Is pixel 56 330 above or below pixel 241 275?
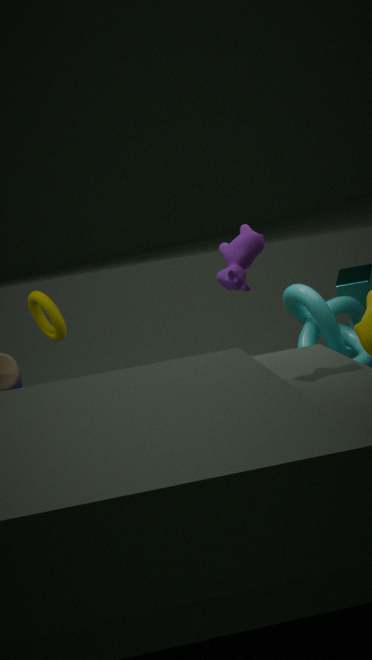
below
